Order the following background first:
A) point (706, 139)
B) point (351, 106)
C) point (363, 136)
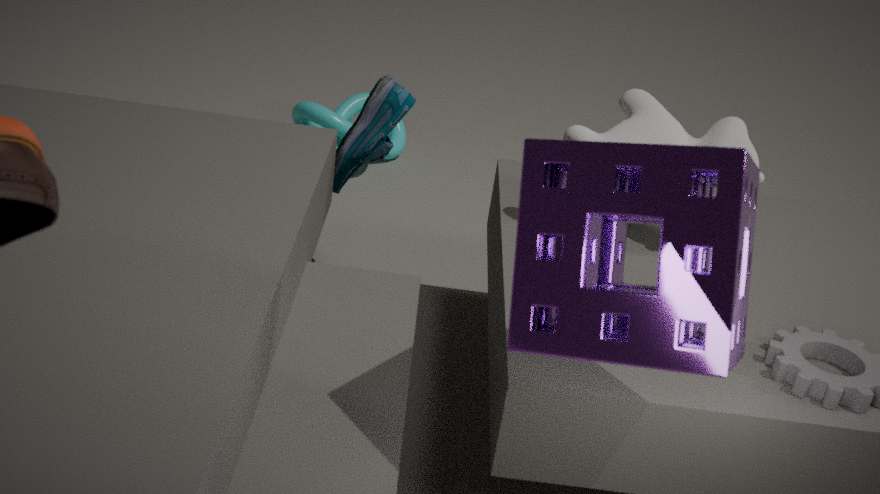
1. point (351, 106)
2. point (363, 136)
3. point (706, 139)
